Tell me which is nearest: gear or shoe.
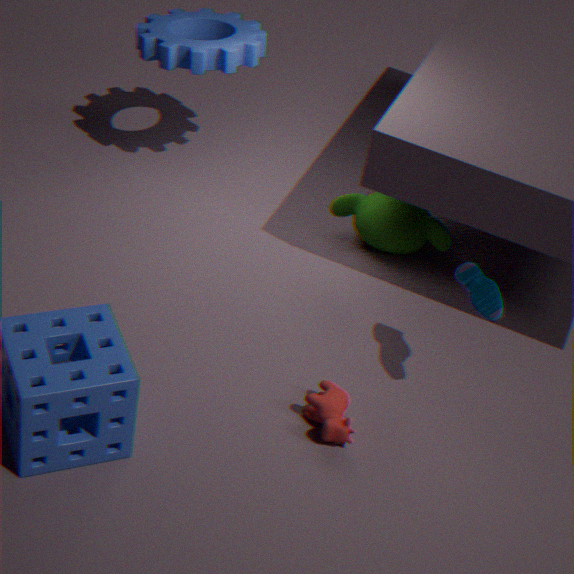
shoe
